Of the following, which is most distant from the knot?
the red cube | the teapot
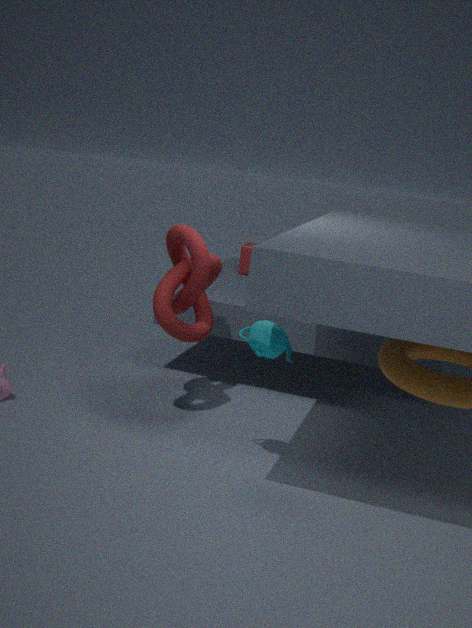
the red cube
